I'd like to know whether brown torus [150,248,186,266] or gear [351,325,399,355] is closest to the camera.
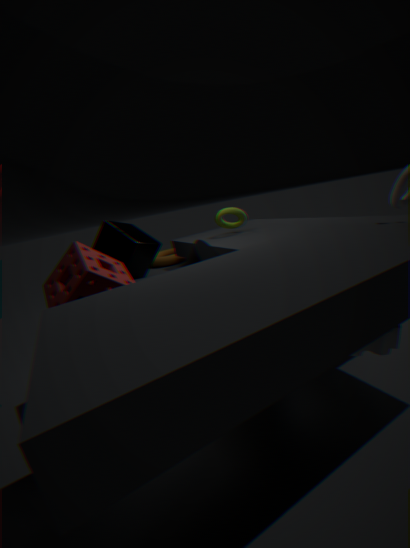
gear [351,325,399,355]
